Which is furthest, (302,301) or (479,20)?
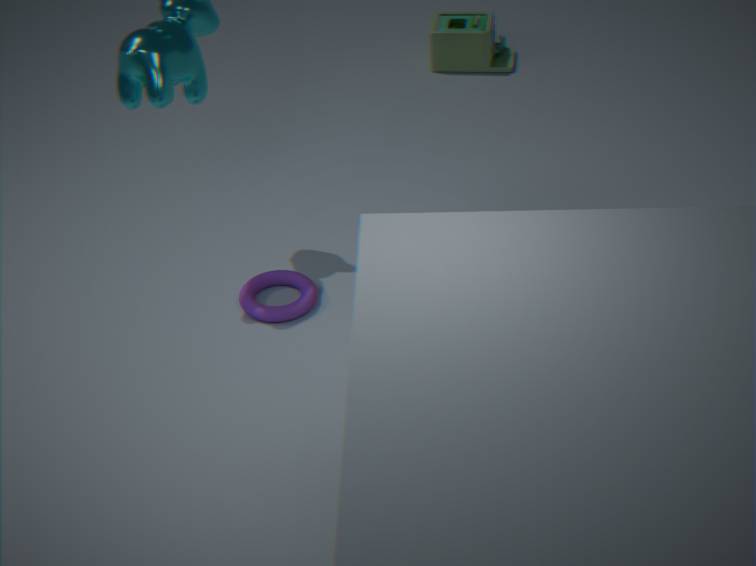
(479,20)
